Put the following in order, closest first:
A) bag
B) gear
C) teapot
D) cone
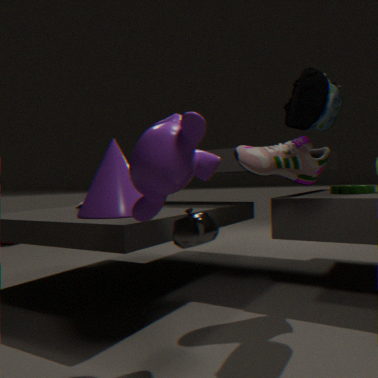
1. teapot
2. bag
3. cone
4. gear
